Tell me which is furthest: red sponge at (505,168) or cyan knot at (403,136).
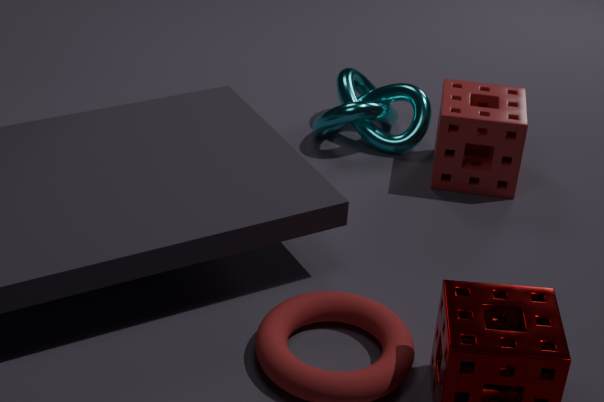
cyan knot at (403,136)
